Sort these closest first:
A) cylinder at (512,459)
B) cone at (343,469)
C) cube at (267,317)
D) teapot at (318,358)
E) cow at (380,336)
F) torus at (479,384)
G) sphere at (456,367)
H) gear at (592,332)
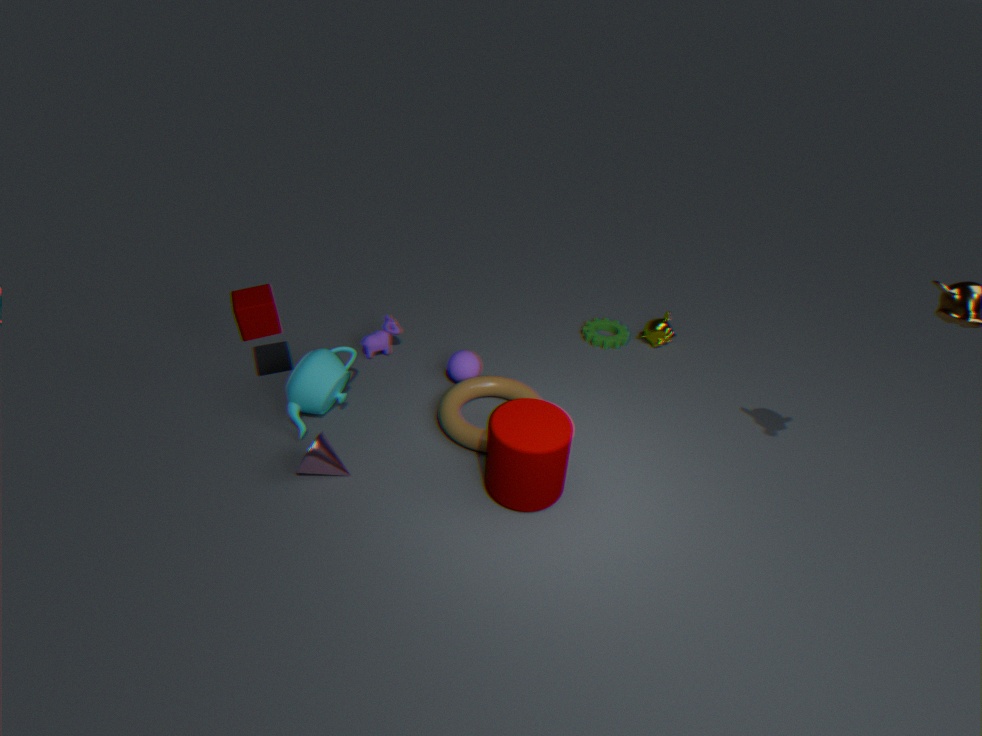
1. A. cylinder at (512,459)
2. B. cone at (343,469)
3. C. cube at (267,317)
4. F. torus at (479,384)
5. D. teapot at (318,358)
6. G. sphere at (456,367)
7. E. cow at (380,336)
8. H. gear at (592,332)
